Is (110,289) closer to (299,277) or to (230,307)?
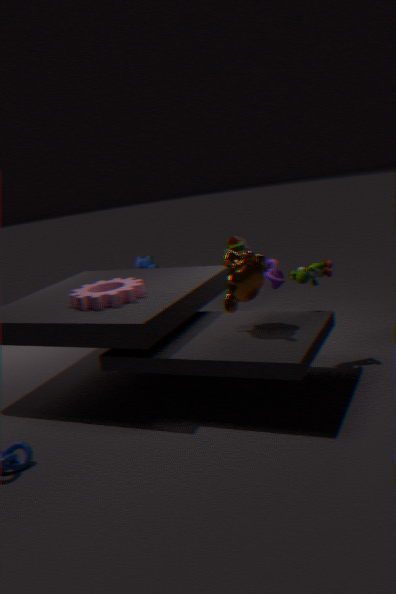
(230,307)
